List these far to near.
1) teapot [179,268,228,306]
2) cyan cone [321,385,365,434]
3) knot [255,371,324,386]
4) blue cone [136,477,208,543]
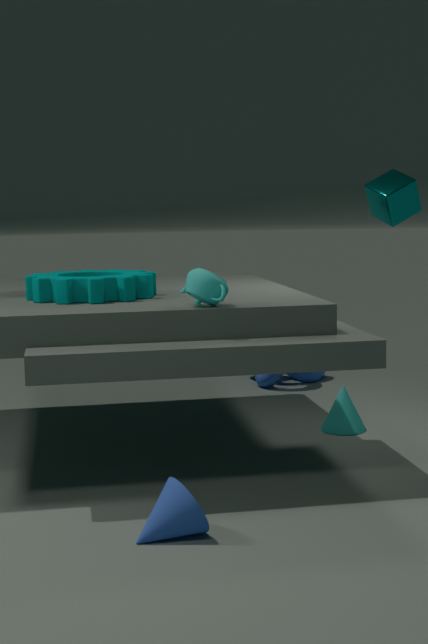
3. knot [255,371,324,386]
2. cyan cone [321,385,365,434]
1. teapot [179,268,228,306]
4. blue cone [136,477,208,543]
